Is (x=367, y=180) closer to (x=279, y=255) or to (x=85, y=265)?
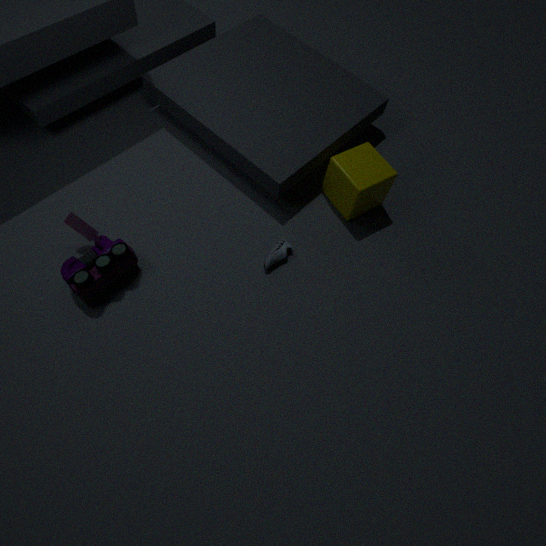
(x=279, y=255)
